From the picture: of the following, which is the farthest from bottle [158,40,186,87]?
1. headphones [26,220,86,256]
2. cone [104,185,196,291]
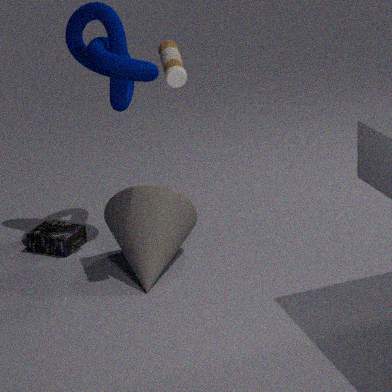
headphones [26,220,86,256]
